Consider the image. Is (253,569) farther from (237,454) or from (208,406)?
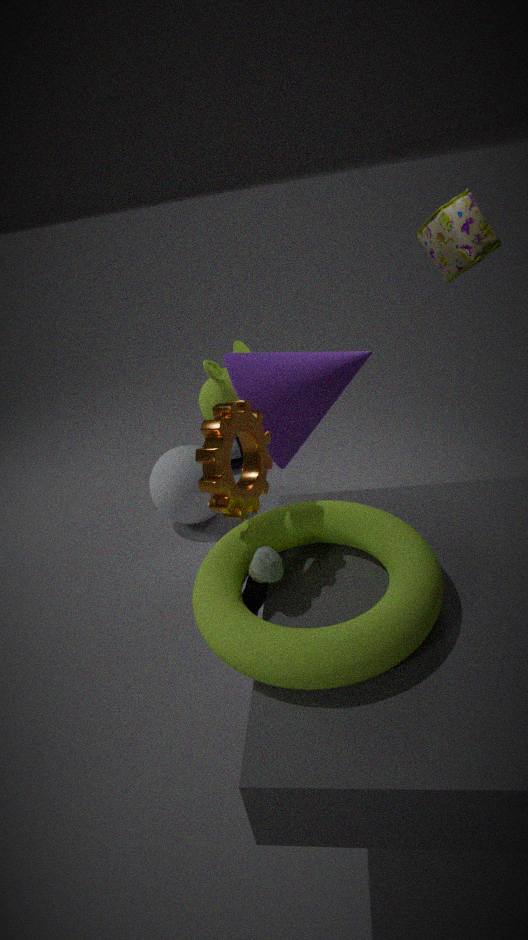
(237,454)
